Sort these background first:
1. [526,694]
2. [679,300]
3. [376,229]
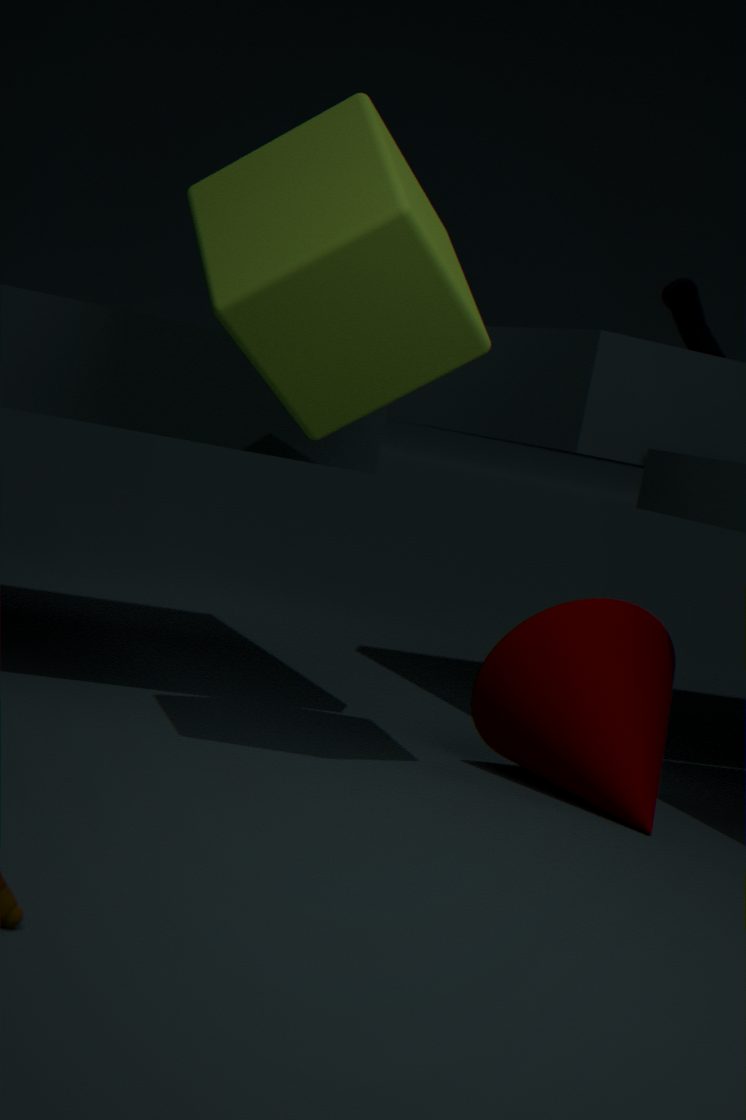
[679,300] → [526,694] → [376,229]
